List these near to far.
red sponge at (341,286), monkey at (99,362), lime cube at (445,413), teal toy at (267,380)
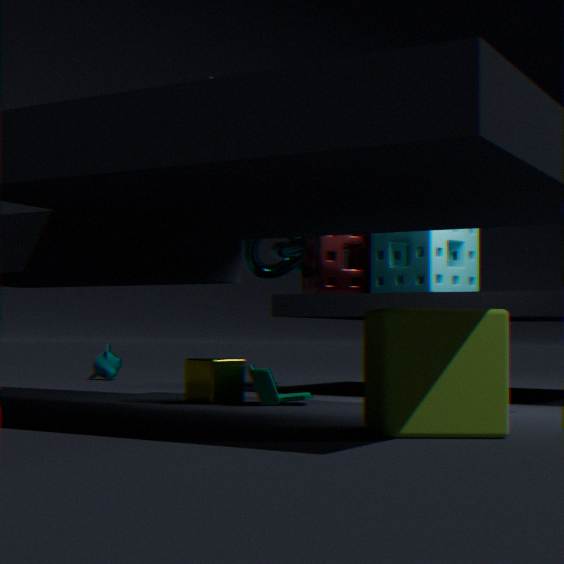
lime cube at (445,413) < teal toy at (267,380) < red sponge at (341,286) < monkey at (99,362)
